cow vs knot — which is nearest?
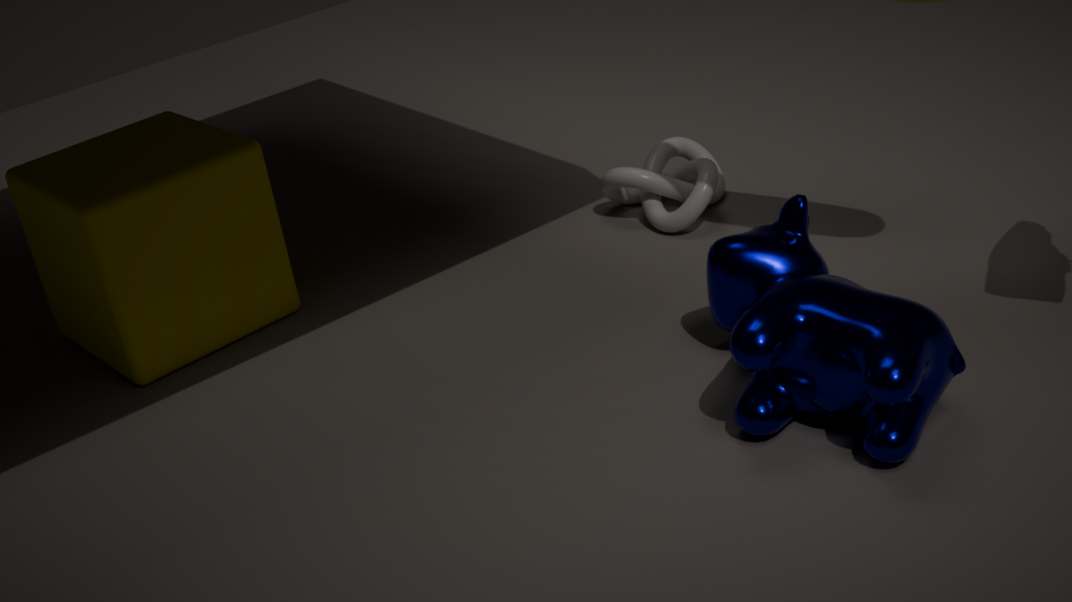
cow
